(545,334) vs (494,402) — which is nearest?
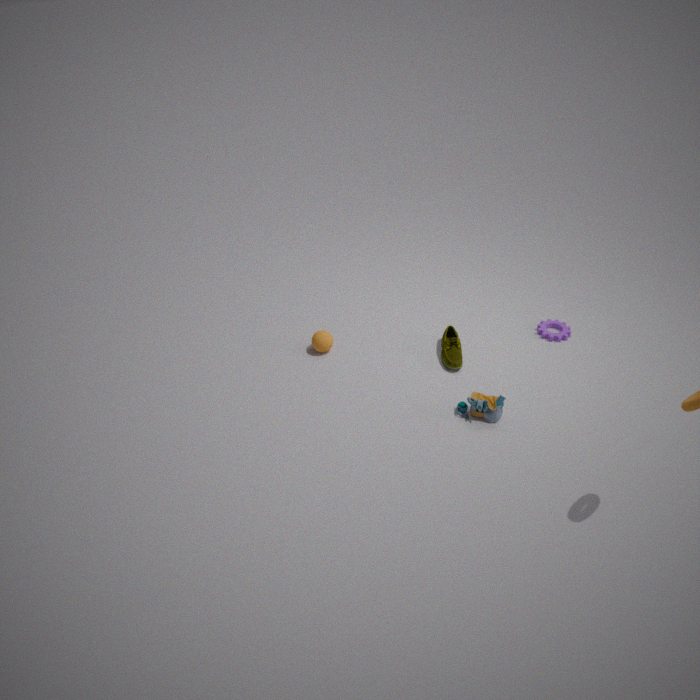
(494,402)
